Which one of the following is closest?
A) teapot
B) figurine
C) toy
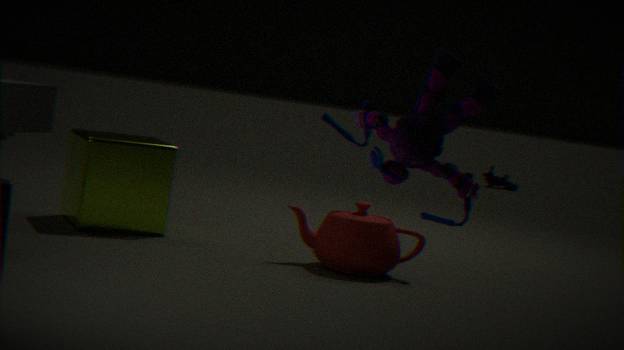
figurine
